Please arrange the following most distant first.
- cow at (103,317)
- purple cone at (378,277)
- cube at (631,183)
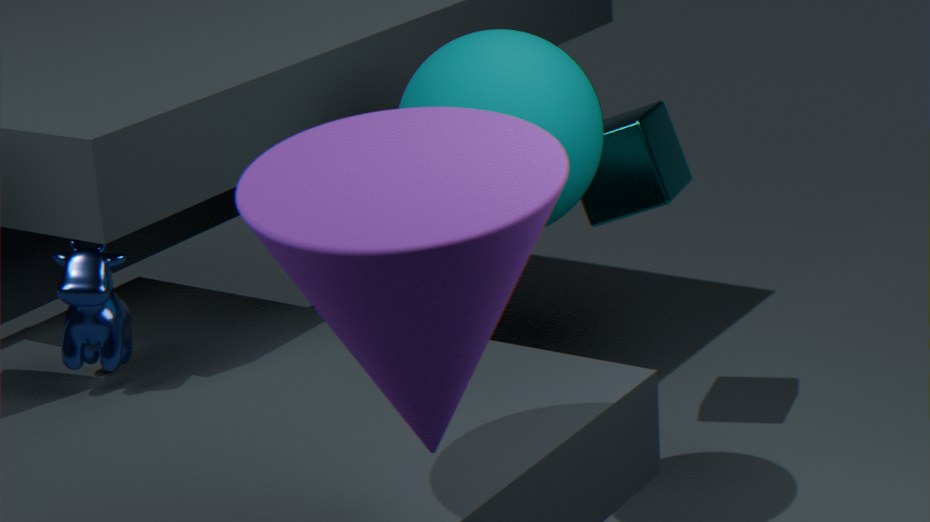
1. cube at (631,183)
2. cow at (103,317)
3. purple cone at (378,277)
